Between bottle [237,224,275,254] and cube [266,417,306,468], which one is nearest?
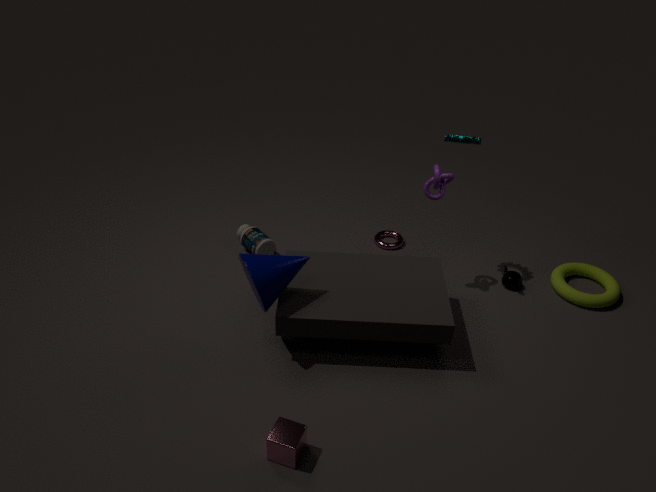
cube [266,417,306,468]
